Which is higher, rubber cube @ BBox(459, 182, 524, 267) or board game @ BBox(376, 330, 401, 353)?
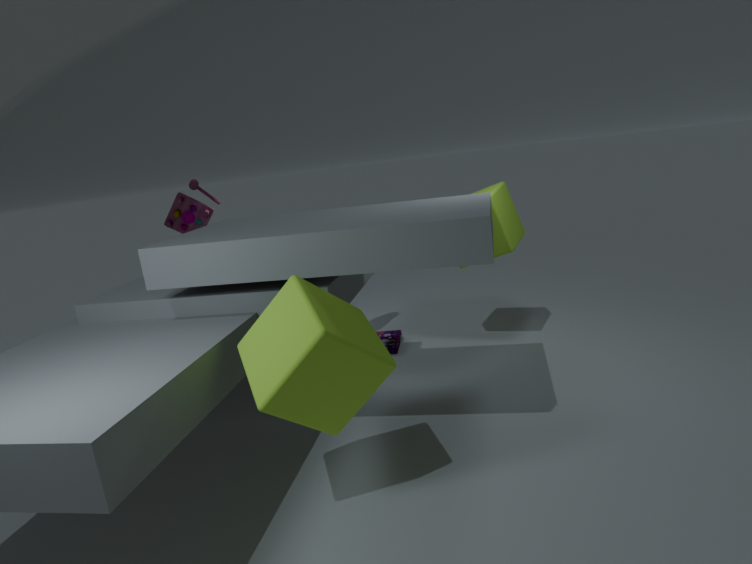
rubber cube @ BBox(459, 182, 524, 267)
